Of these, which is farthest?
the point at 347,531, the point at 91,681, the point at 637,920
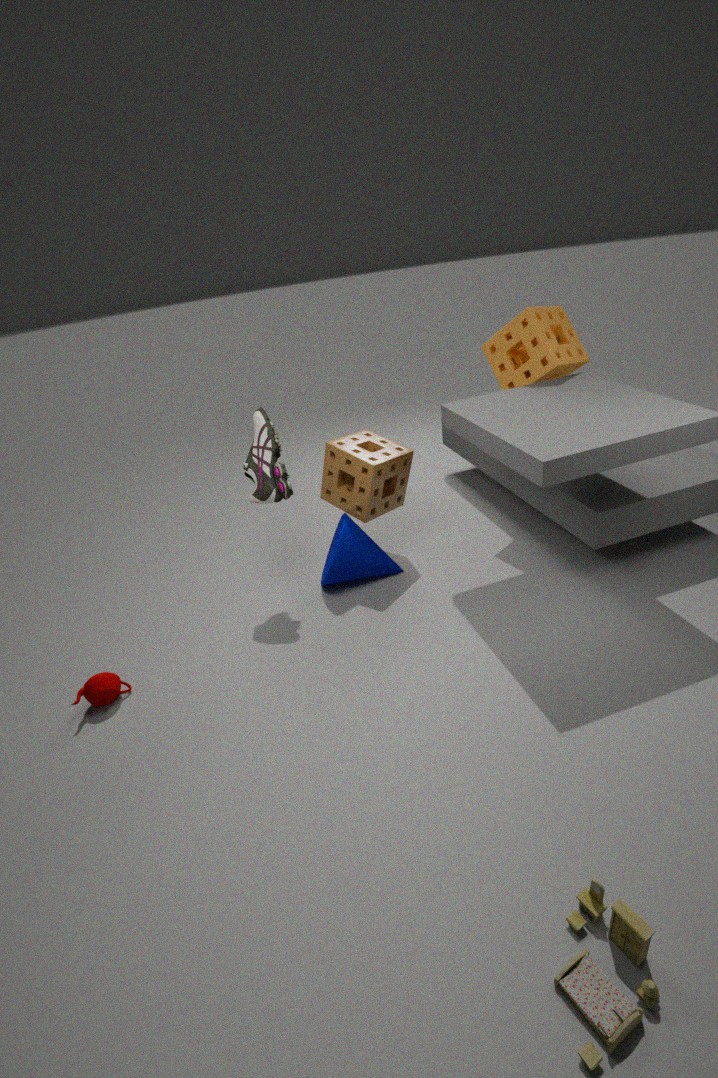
the point at 347,531
